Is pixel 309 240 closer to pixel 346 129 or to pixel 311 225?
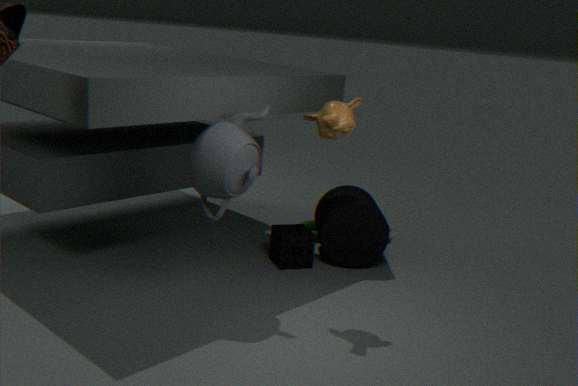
pixel 311 225
